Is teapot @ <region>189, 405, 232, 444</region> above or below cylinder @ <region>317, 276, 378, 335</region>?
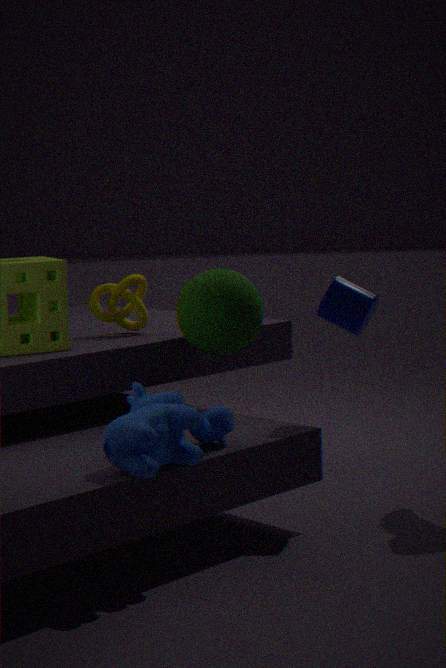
below
